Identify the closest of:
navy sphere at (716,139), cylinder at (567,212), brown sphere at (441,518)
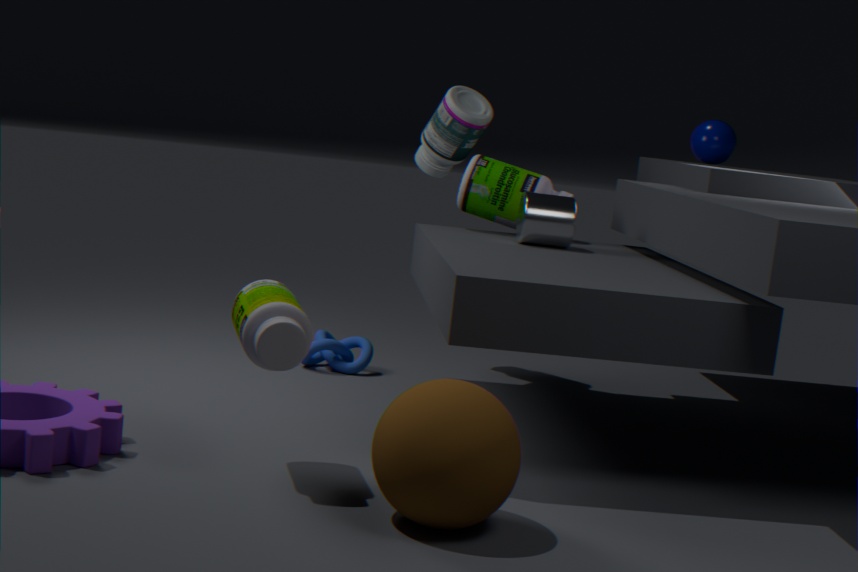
brown sphere at (441,518)
